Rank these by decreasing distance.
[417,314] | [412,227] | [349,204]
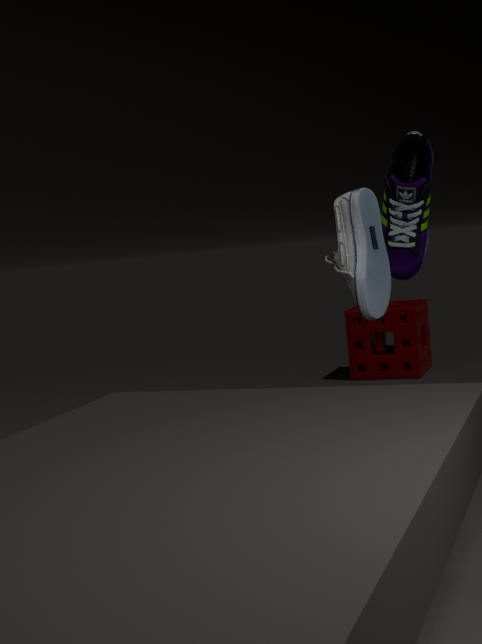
[417,314] < [412,227] < [349,204]
